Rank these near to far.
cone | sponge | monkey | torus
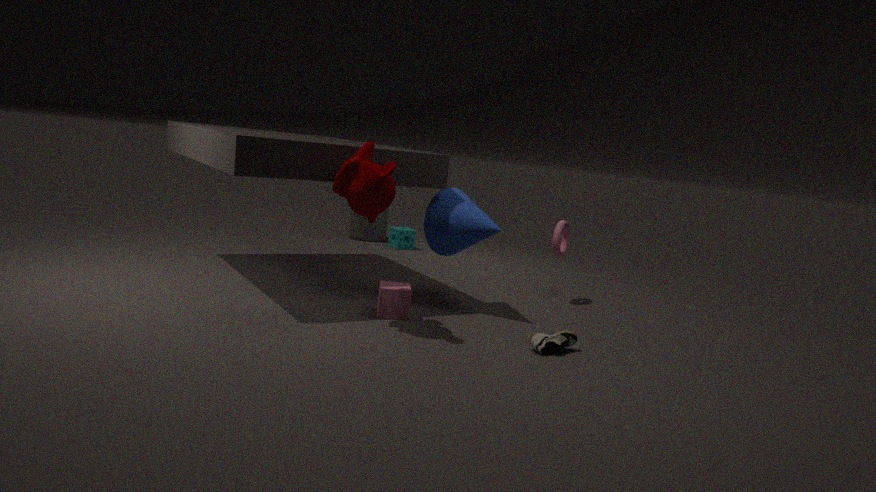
monkey
cone
torus
sponge
